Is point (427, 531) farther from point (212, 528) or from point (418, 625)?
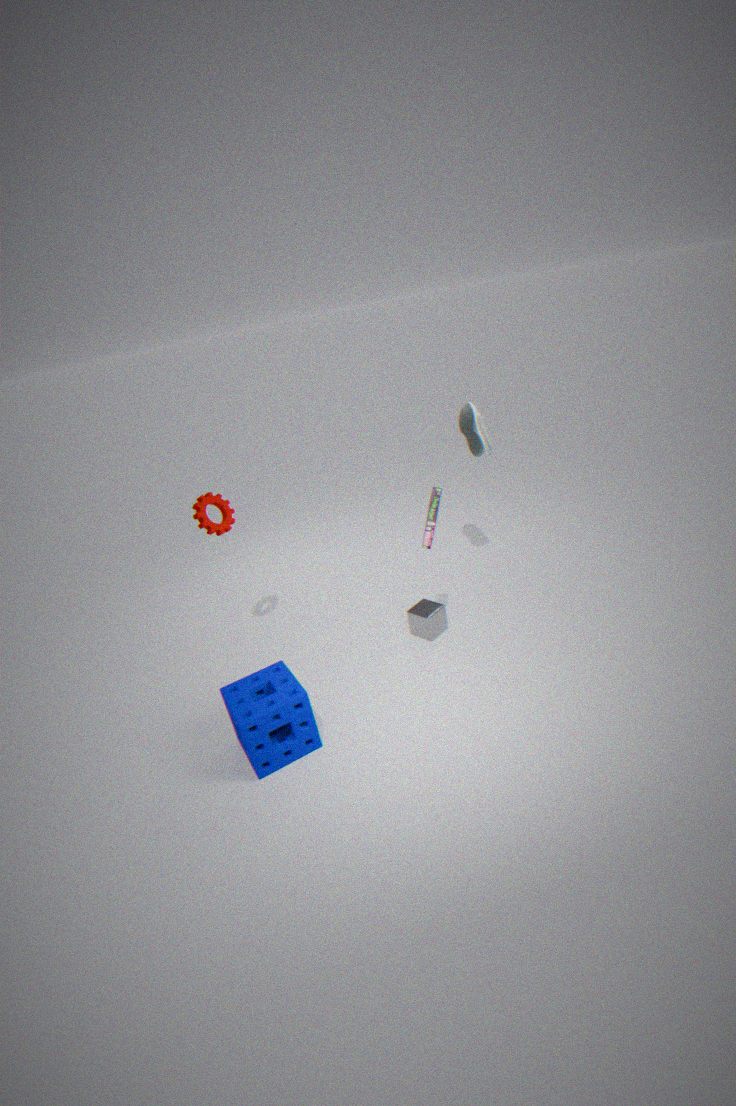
point (212, 528)
